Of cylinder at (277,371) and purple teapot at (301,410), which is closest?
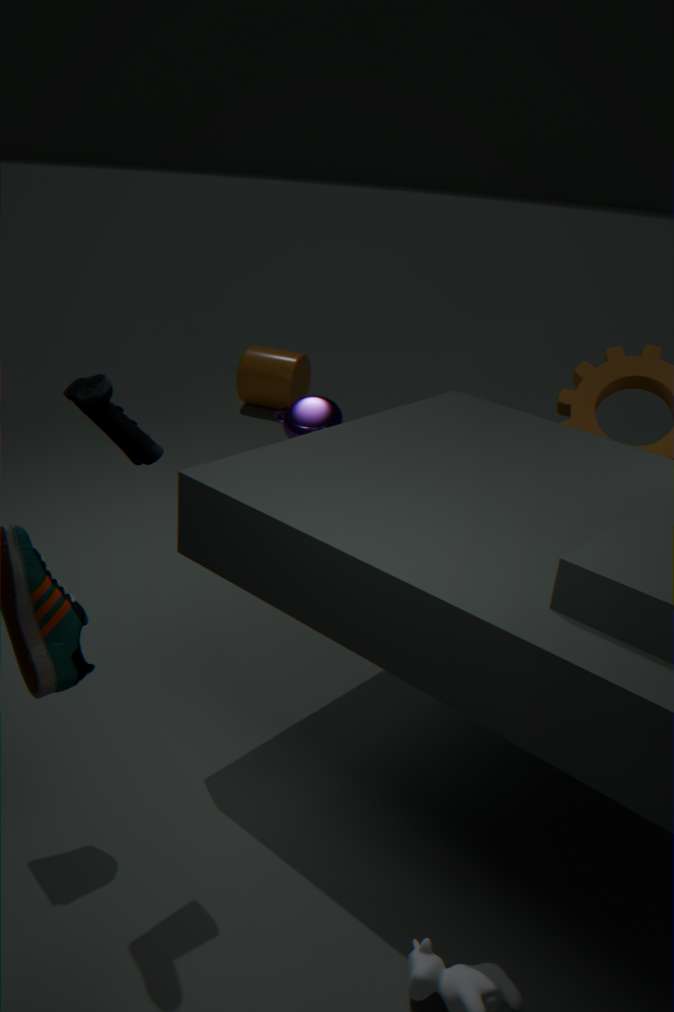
purple teapot at (301,410)
